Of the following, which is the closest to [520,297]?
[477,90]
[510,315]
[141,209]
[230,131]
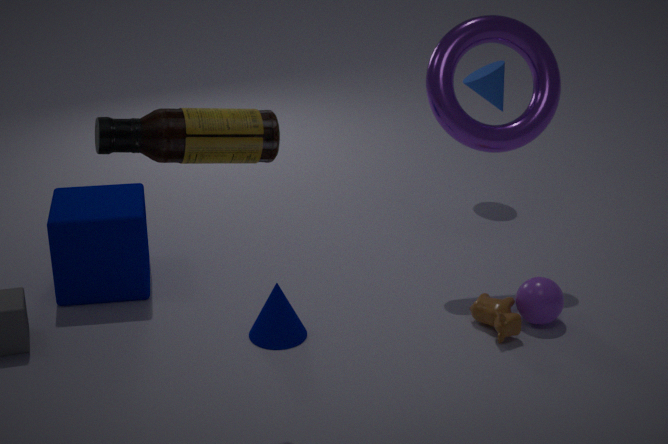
[510,315]
